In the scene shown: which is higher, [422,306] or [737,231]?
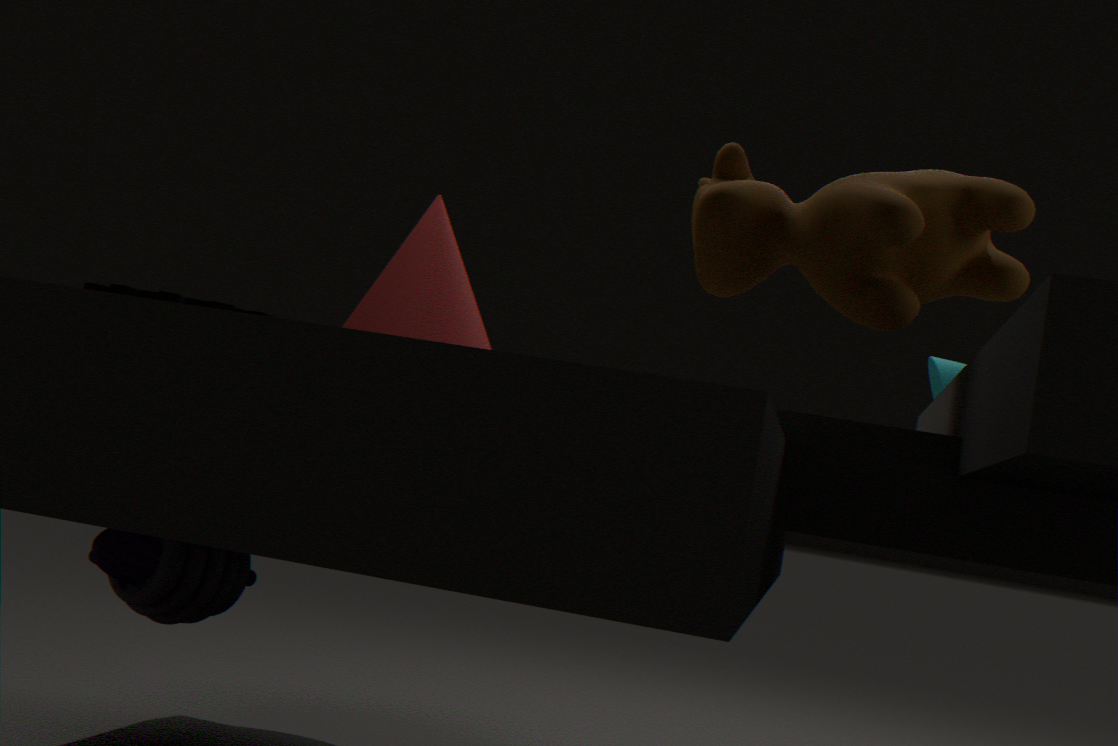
[737,231]
